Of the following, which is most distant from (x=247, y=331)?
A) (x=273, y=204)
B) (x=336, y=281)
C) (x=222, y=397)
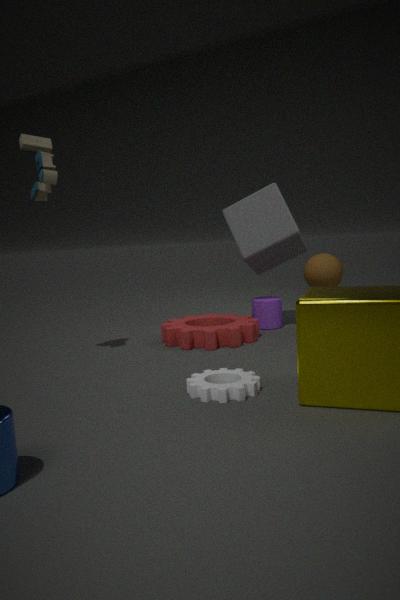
(x=336, y=281)
